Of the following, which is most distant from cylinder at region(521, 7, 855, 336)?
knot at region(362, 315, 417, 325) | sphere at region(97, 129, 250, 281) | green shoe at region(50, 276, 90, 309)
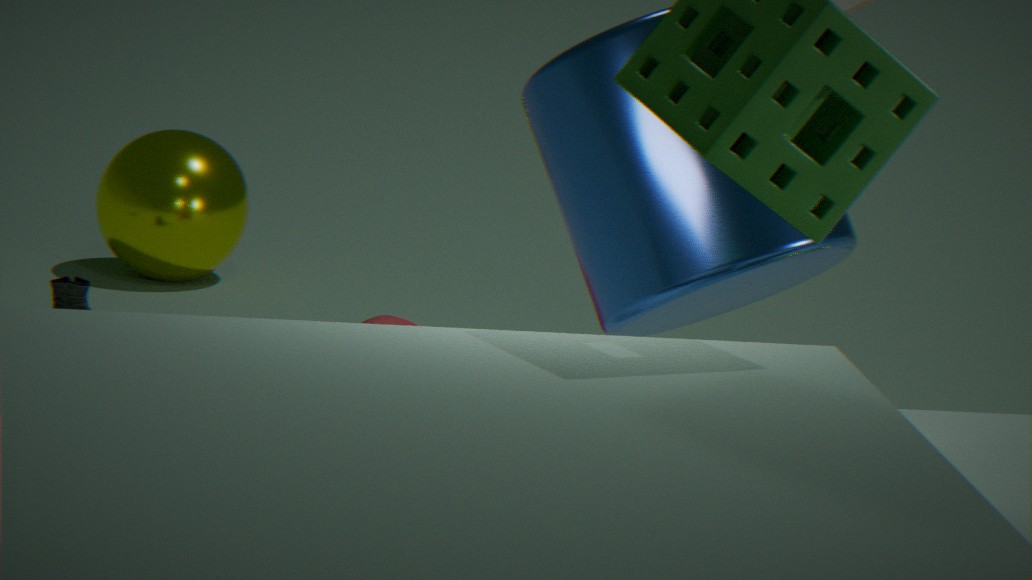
sphere at region(97, 129, 250, 281)
